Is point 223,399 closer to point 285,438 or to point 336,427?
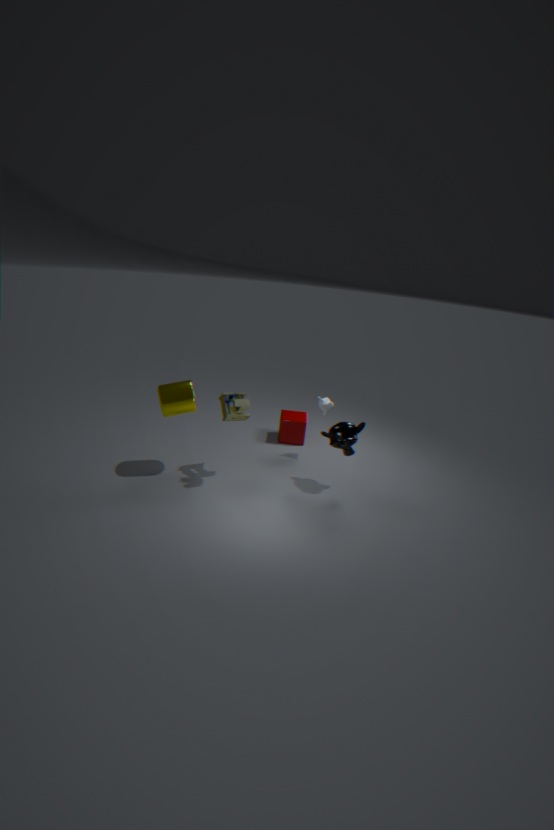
point 336,427
